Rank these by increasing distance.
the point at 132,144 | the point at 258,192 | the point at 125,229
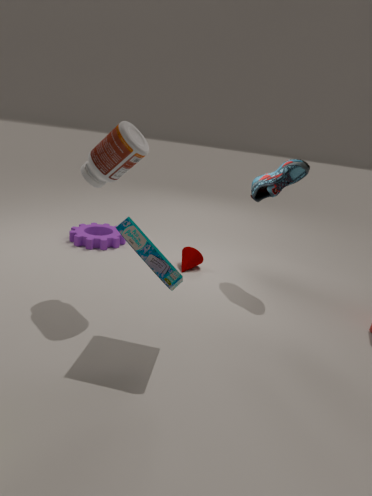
the point at 125,229
the point at 132,144
the point at 258,192
